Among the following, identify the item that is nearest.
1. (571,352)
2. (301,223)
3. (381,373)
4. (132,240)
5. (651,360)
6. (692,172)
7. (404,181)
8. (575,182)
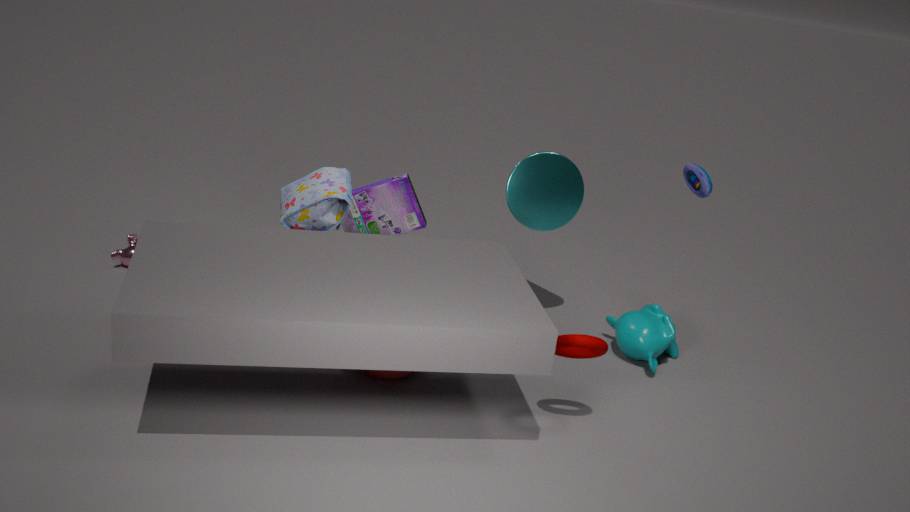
(571,352)
